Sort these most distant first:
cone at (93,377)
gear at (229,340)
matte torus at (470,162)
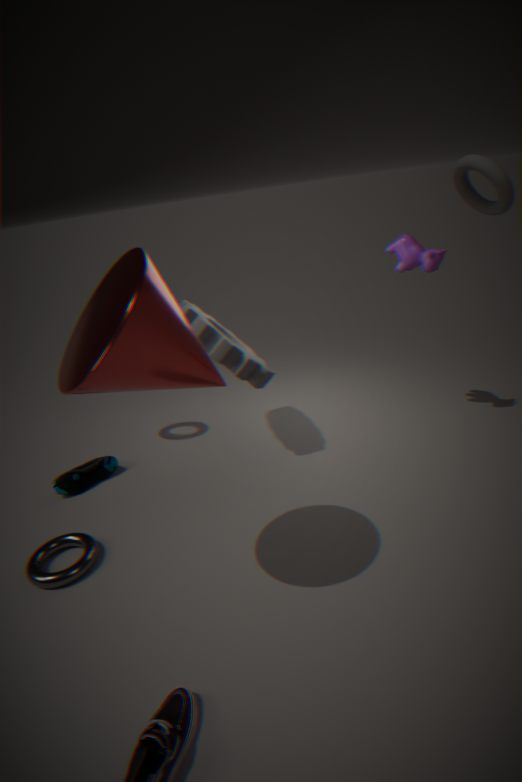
gear at (229,340), matte torus at (470,162), cone at (93,377)
